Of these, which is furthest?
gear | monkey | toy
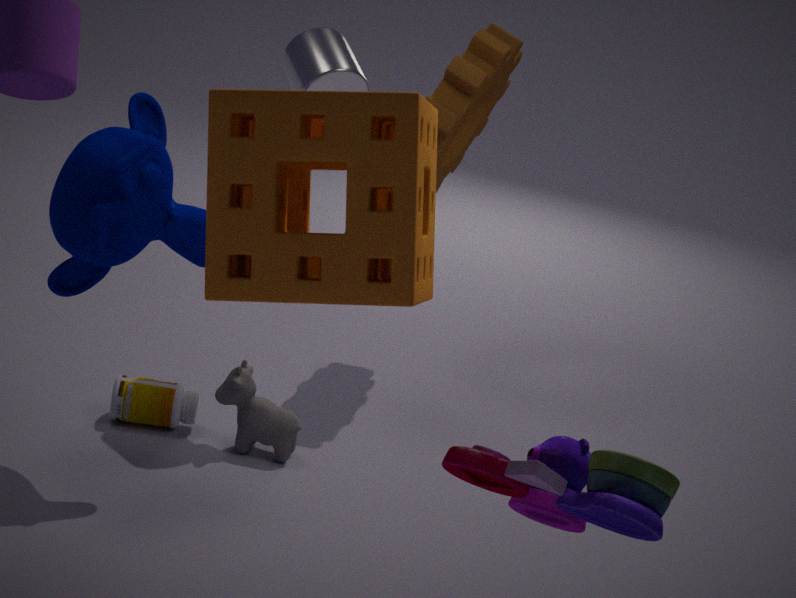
gear
